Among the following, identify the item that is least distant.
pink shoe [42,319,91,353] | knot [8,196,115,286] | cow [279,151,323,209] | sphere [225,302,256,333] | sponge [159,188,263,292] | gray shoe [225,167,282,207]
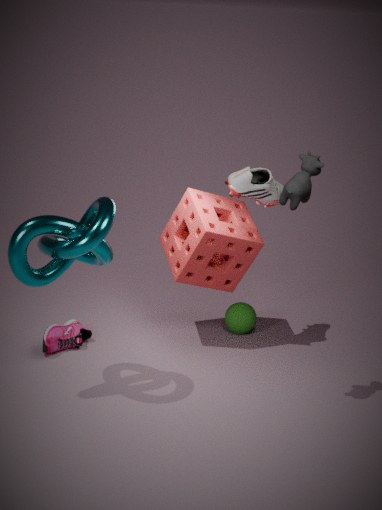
cow [279,151,323,209]
